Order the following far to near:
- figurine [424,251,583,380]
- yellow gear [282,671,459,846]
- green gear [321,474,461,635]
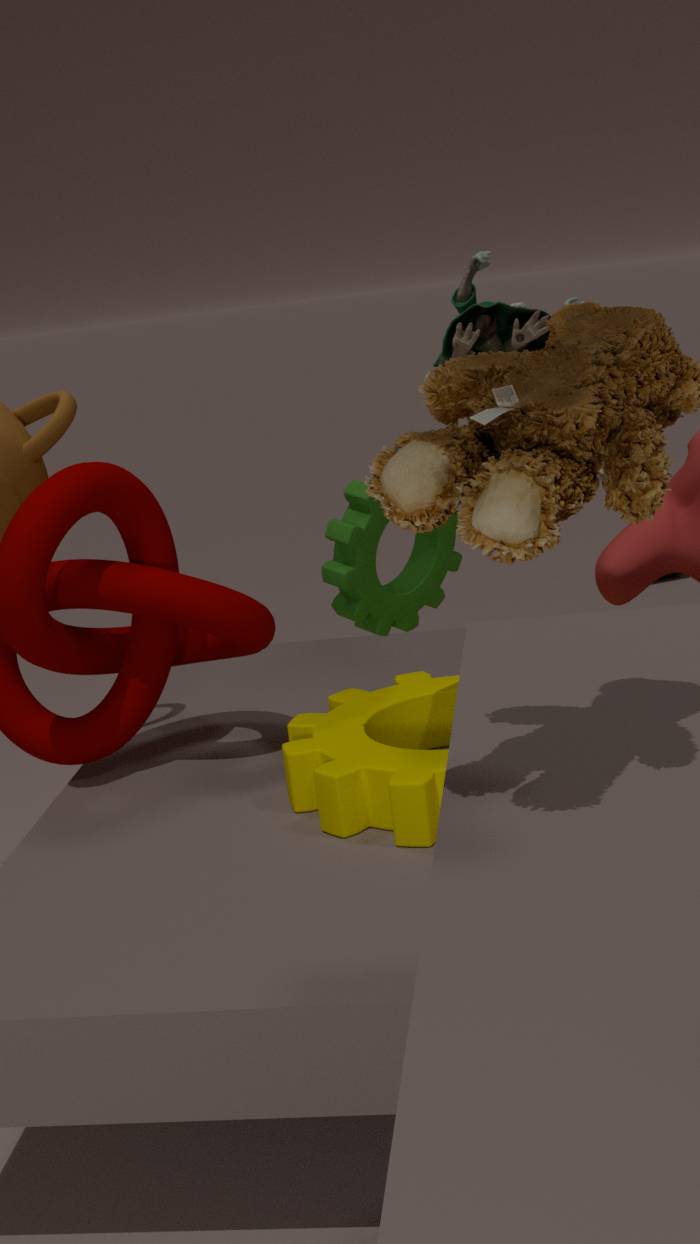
figurine [424,251,583,380] → green gear [321,474,461,635] → yellow gear [282,671,459,846]
